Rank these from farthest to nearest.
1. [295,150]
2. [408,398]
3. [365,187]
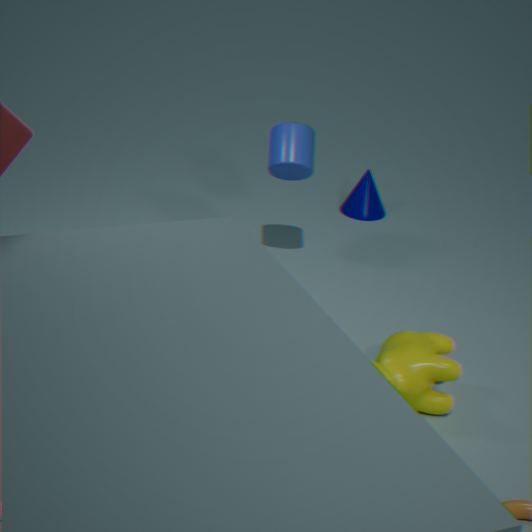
[365,187]
[295,150]
[408,398]
